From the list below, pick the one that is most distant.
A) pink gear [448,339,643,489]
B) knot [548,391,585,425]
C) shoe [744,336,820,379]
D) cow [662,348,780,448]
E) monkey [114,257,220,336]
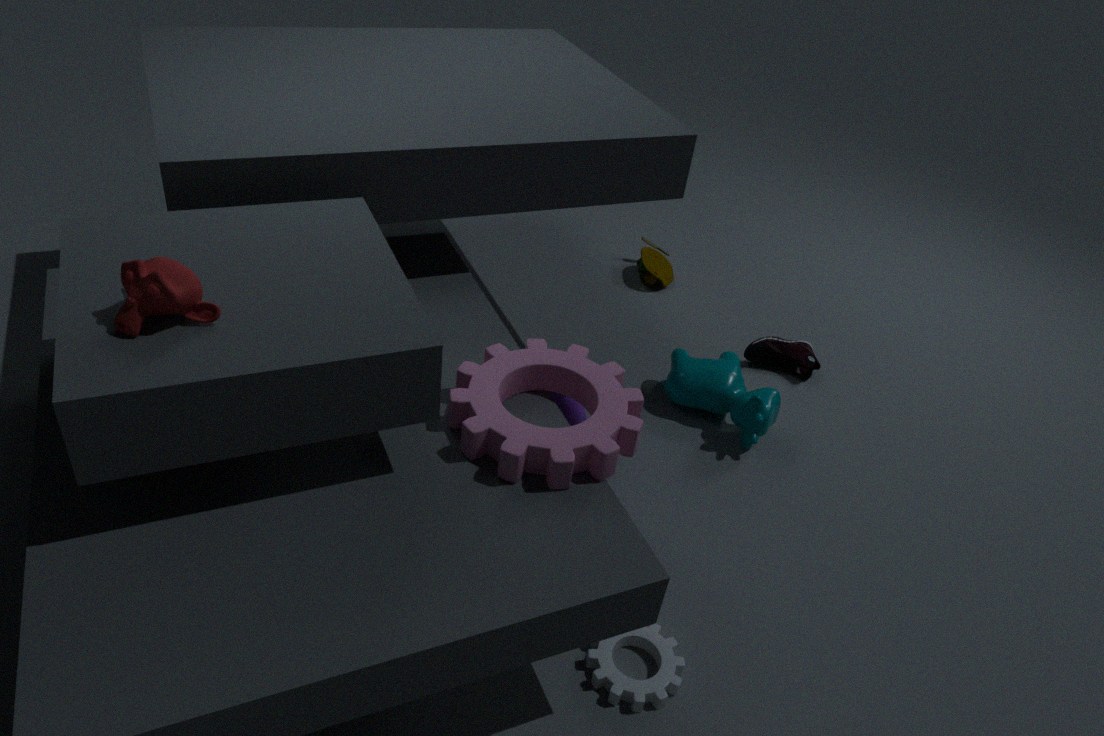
shoe [744,336,820,379]
